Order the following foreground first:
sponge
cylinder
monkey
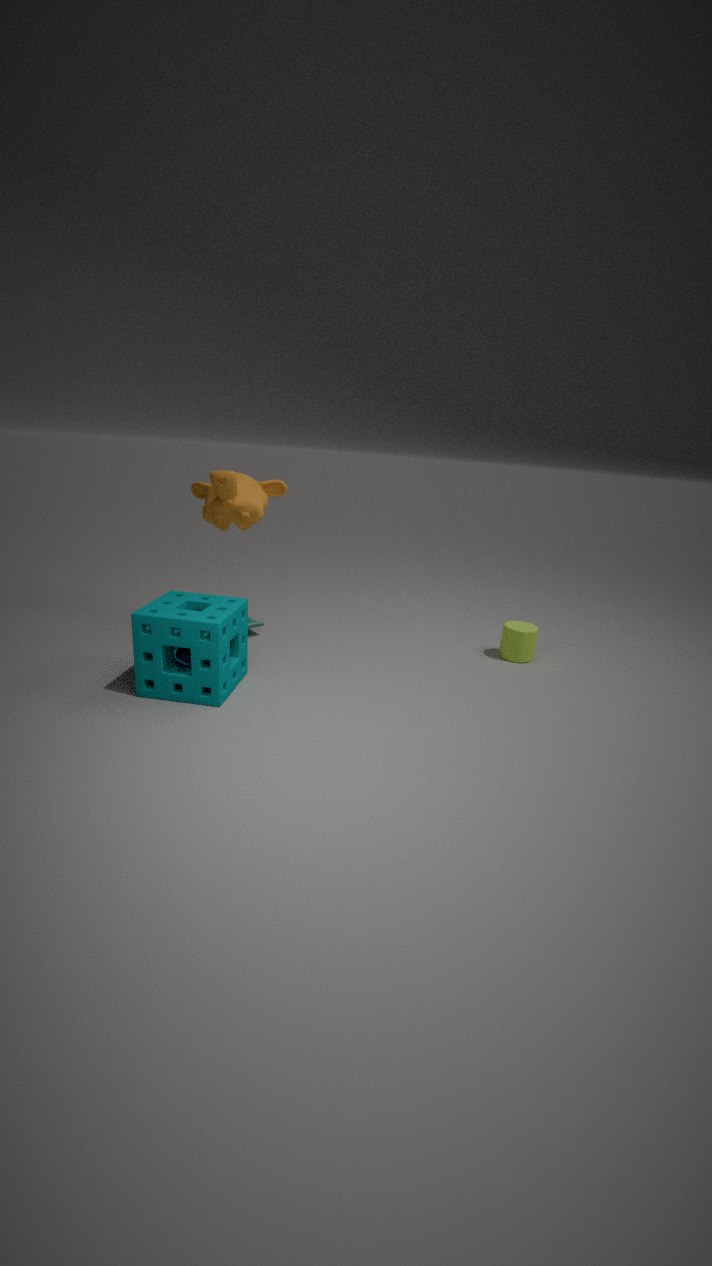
sponge → monkey → cylinder
